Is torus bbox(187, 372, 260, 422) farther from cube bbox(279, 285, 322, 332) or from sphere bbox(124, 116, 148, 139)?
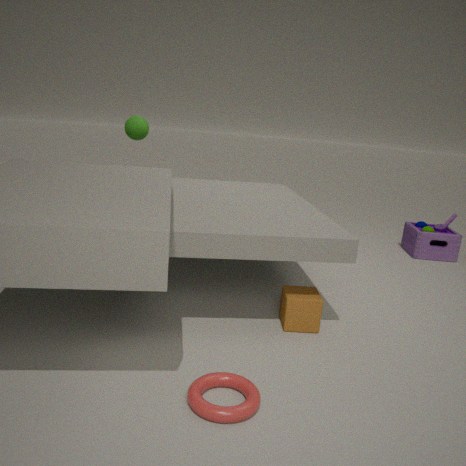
sphere bbox(124, 116, 148, 139)
